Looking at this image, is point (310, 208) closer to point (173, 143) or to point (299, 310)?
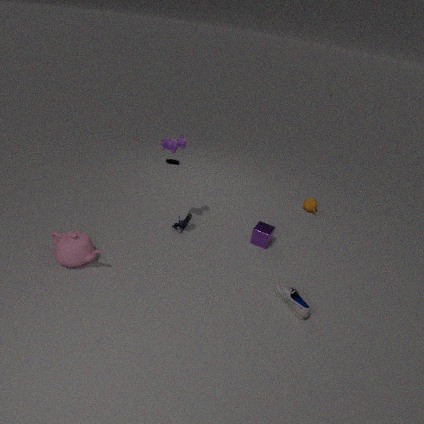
point (299, 310)
